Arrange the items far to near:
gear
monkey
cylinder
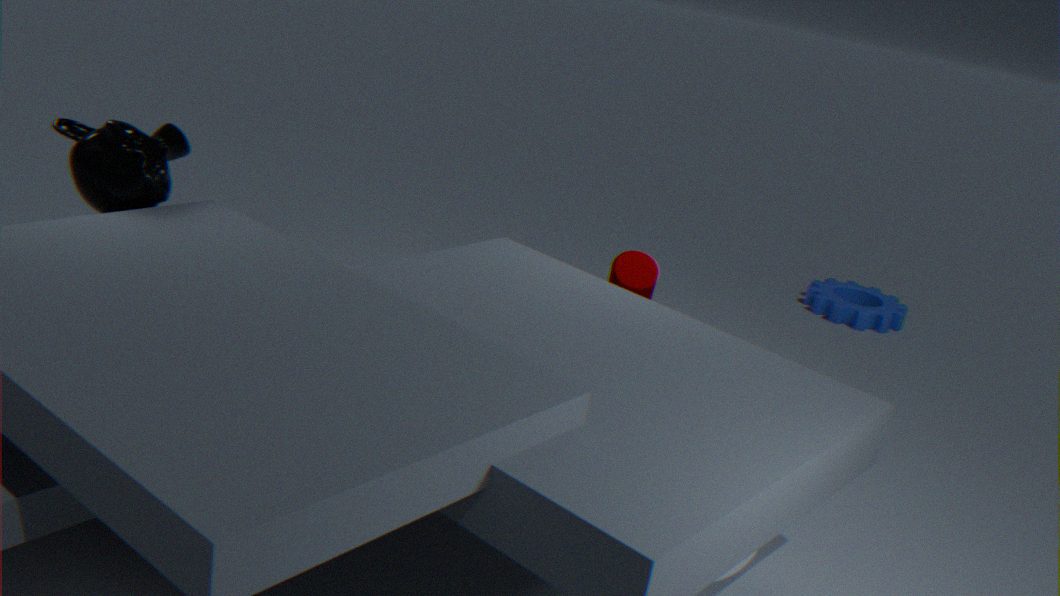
gear < cylinder < monkey
